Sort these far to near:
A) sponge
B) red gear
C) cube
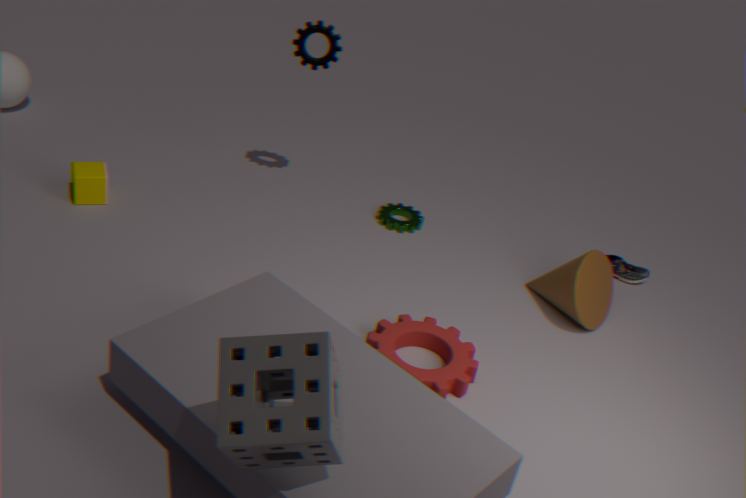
cube, red gear, sponge
